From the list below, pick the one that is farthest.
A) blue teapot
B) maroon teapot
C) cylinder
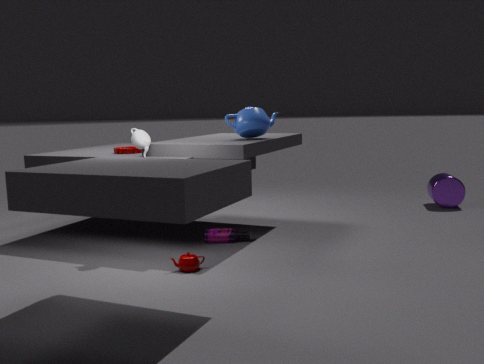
cylinder
